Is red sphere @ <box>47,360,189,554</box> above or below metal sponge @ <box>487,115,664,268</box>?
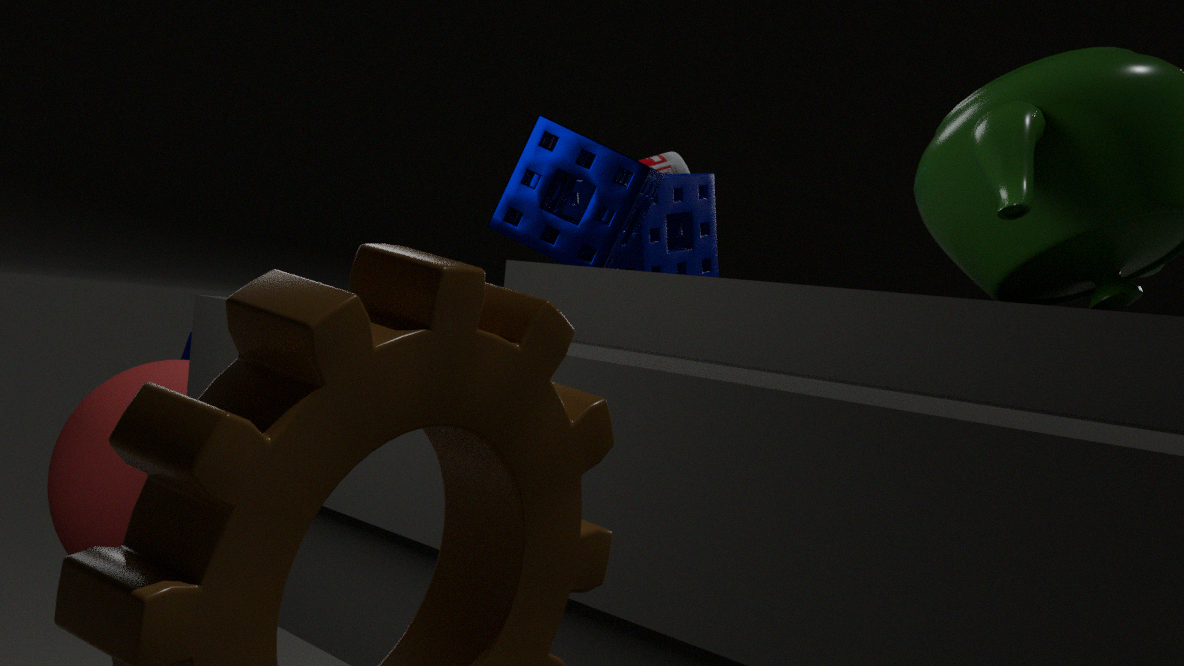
below
